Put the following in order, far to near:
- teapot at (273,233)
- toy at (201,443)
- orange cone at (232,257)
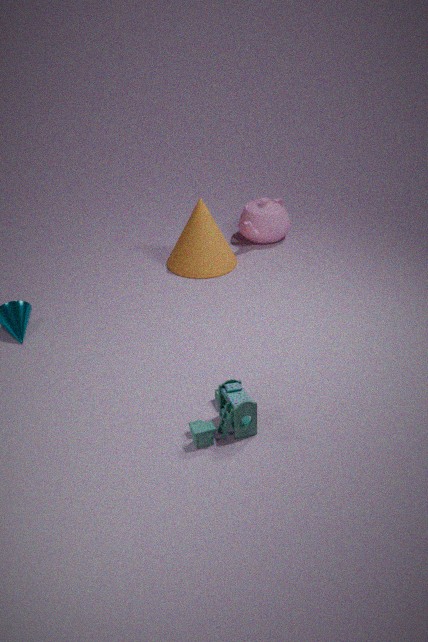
teapot at (273,233) < orange cone at (232,257) < toy at (201,443)
